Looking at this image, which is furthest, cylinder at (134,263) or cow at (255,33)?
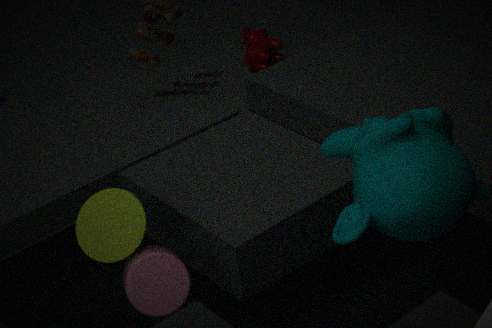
cow at (255,33)
